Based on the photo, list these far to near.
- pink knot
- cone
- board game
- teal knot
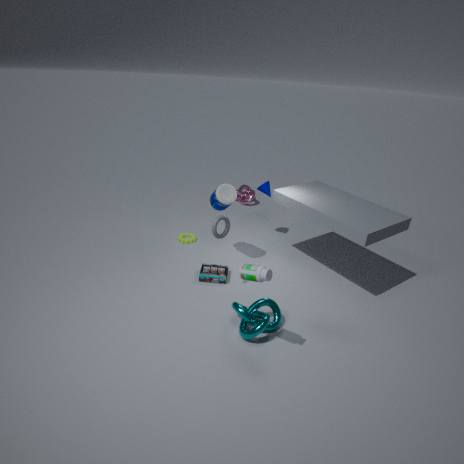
pink knot → cone → board game → teal knot
